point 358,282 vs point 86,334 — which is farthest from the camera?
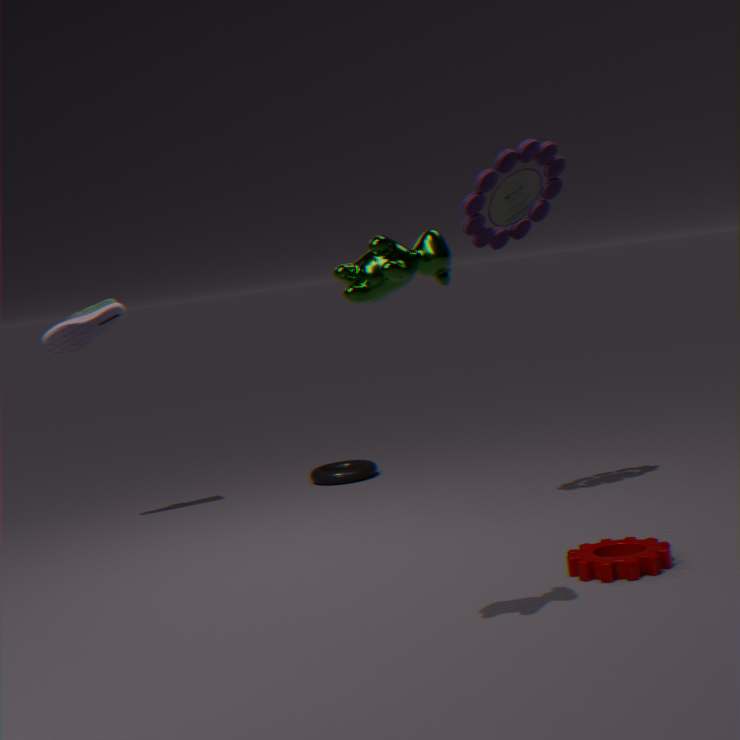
point 86,334
